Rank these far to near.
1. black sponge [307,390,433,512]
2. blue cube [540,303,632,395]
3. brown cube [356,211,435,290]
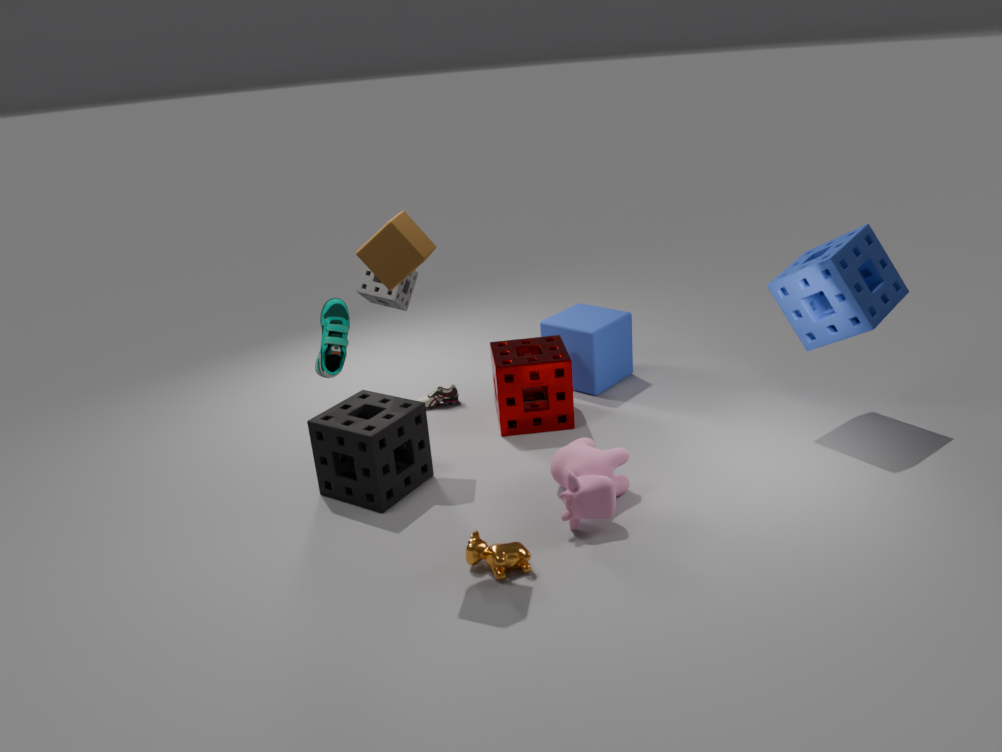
blue cube [540,303,632,395] < black sponge [307,390,433,512] < brown cube [356,211,435,290]
